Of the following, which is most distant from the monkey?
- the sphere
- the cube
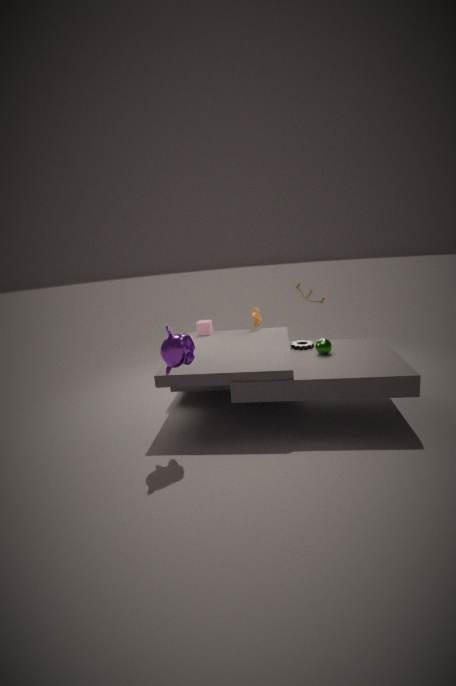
the sphere
